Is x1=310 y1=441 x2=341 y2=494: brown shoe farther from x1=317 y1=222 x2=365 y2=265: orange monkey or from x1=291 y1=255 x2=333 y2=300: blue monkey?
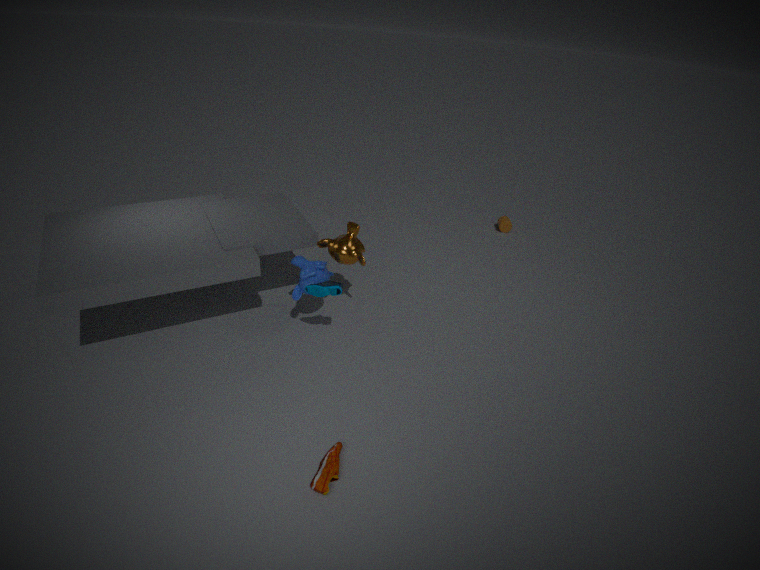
x1=317 y1=222 x2=365 y2=265: orange monkey
